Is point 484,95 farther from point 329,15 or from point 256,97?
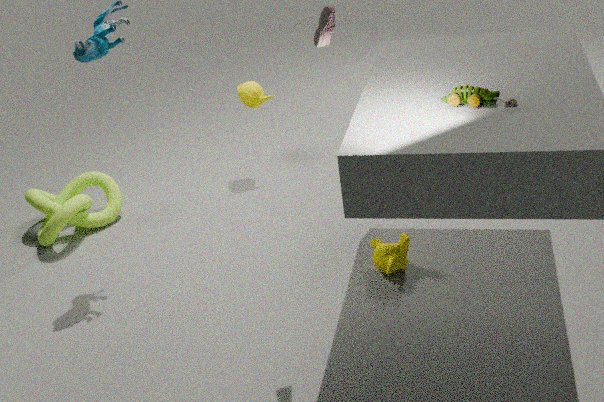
point 256,97
